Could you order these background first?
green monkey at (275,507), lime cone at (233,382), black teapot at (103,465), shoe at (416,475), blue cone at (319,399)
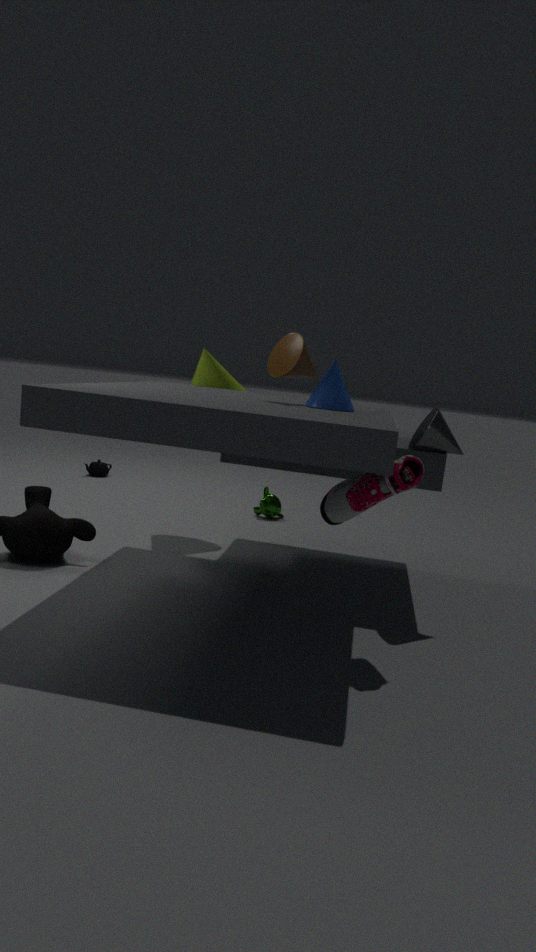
black teapot at (103,465) < green monkey at (275,507) < lime cone at (233,382) < blue cone at (319,399) < shoe at (416,475)
